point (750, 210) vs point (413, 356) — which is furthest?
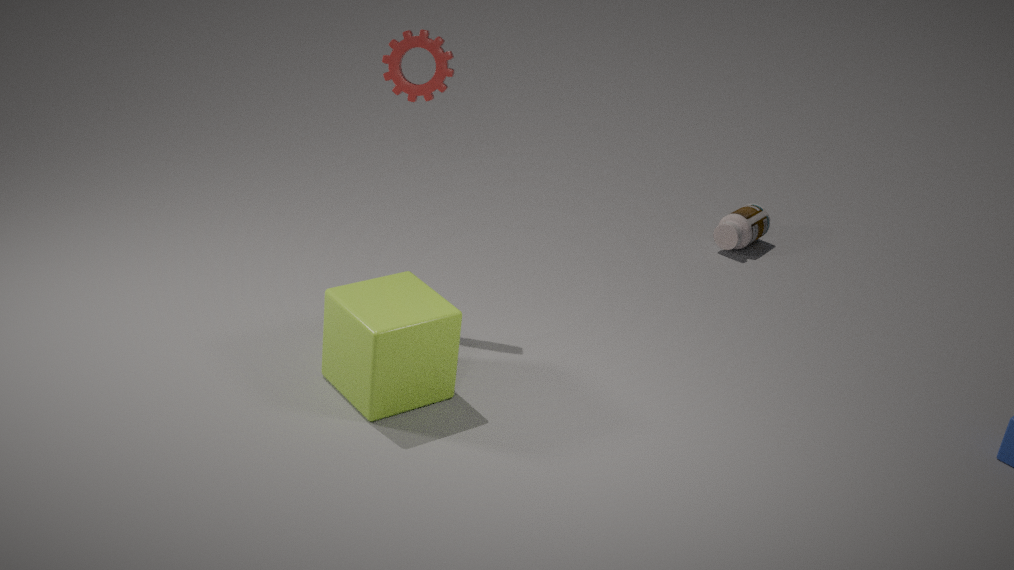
point (750, 210)
